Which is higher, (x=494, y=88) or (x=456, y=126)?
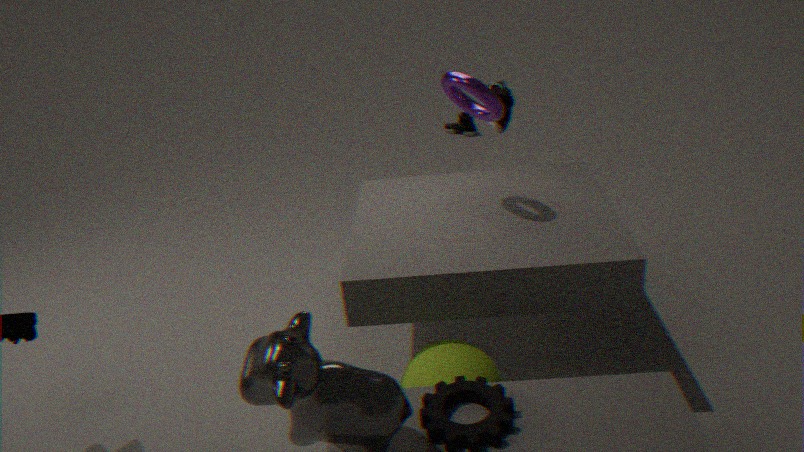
(x=494, y=88)
